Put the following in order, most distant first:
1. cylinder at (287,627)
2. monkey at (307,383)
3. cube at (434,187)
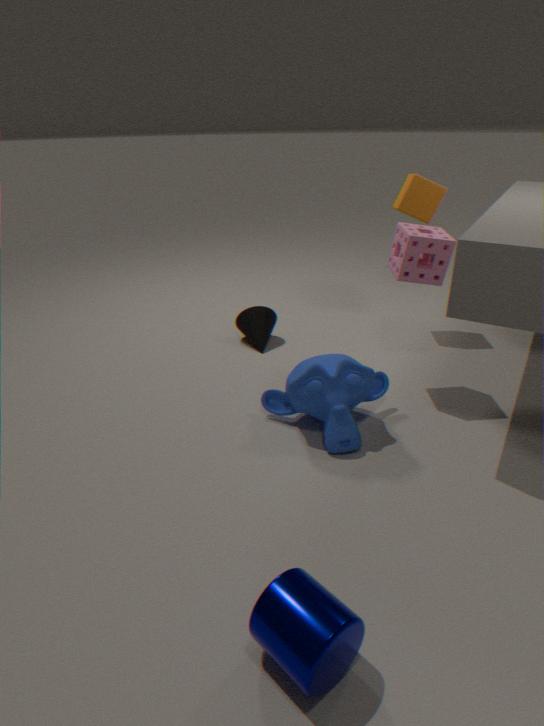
cube at (434,187)
monkey at (307,383)
cylinder at (287,627)
